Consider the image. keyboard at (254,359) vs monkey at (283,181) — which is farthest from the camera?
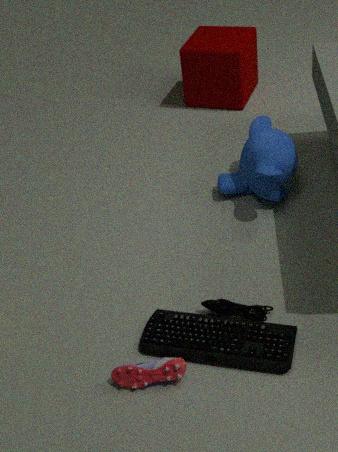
monkey at (283,181)
